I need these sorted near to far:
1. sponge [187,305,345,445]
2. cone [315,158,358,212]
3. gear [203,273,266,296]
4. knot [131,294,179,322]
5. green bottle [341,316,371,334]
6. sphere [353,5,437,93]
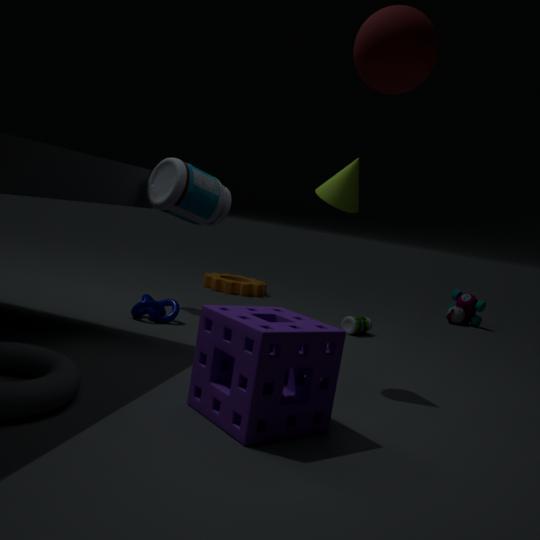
sphere [353,5,437,93], sponge [187,305,345,445], cone [315,158,358,212], knot [131,294,179,322], green bottle [341,316,371,334], gear [203,273,266,296]
